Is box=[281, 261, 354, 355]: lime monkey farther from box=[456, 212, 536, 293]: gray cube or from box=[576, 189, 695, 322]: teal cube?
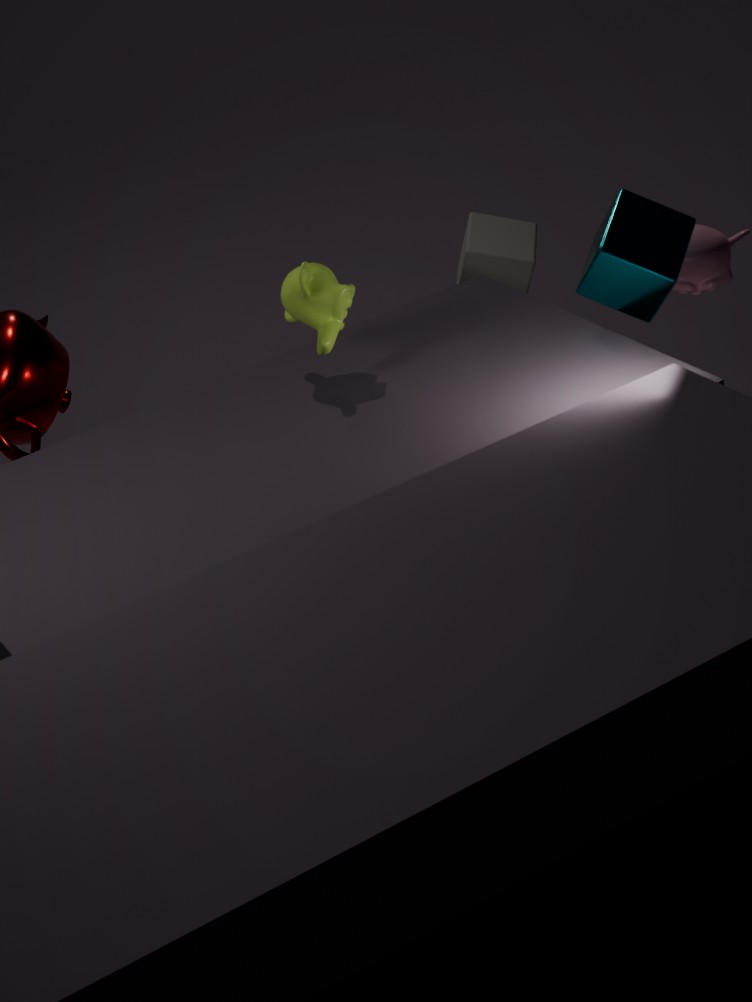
box=[456, 212, 536, 293]: gray cube
